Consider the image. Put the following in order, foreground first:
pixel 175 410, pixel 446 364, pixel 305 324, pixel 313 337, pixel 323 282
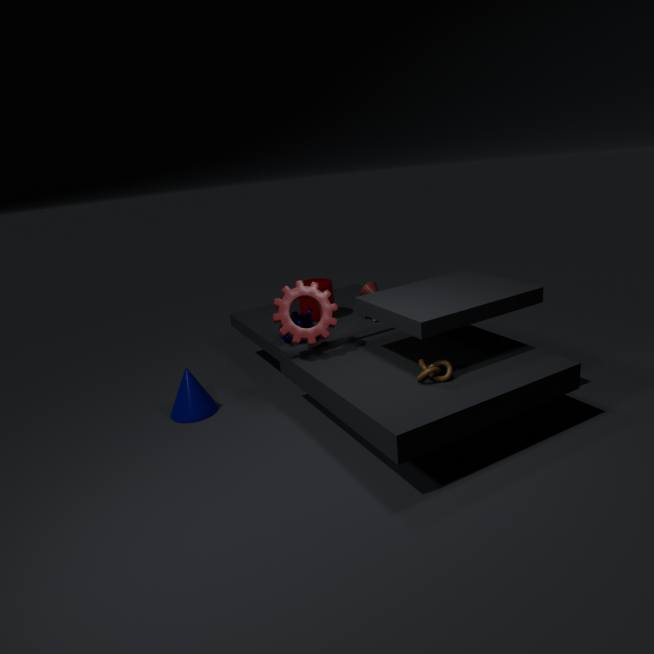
pixel 446 364 → pixel 313 337 → pixel 175 410 → pixel 305 324 → pixel 323 282
